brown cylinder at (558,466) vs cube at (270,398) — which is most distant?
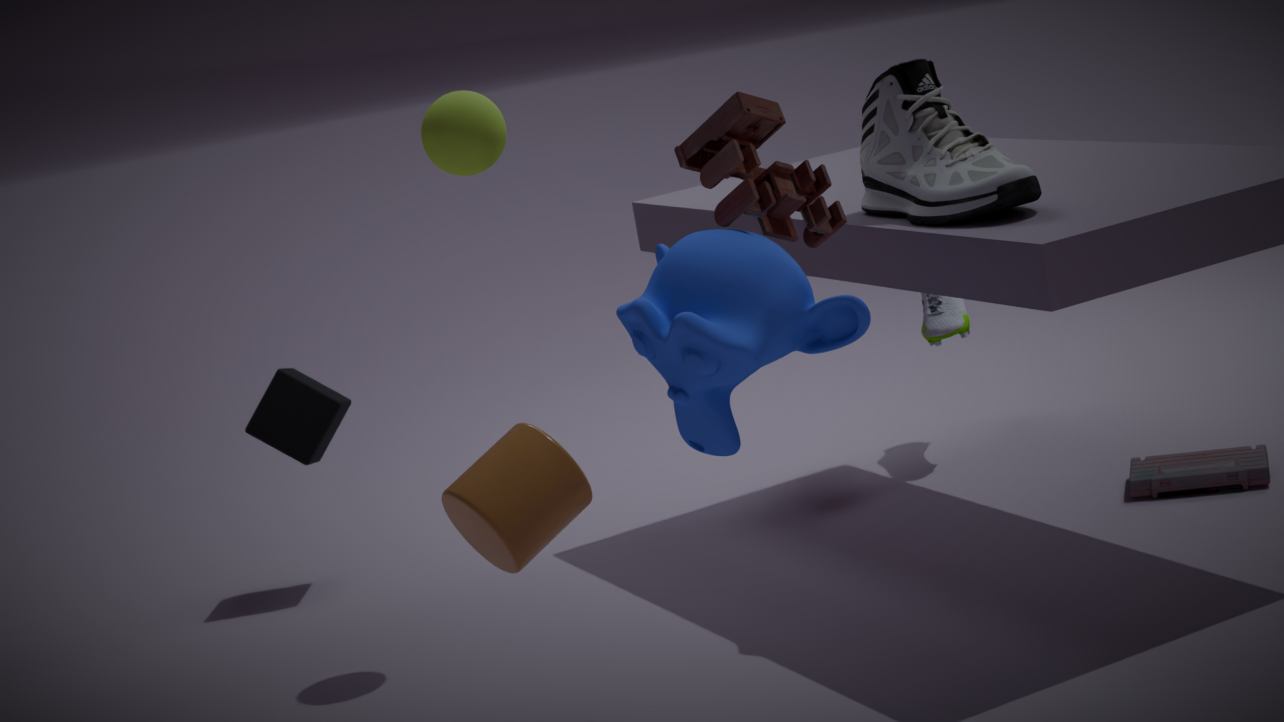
cube at (270,398)
